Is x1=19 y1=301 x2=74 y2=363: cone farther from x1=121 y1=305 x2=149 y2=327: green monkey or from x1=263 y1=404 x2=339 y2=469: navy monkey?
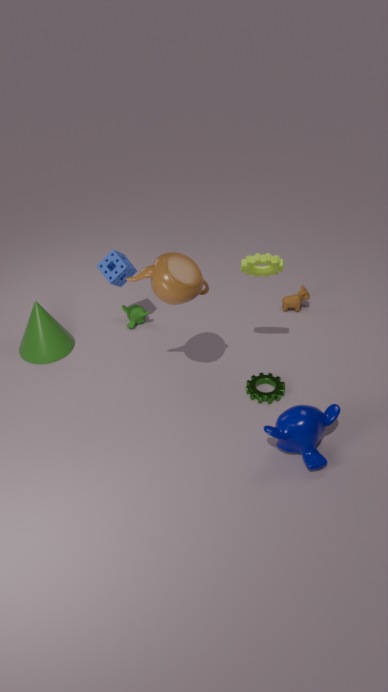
x1=263 y1=404 x2=339 y2=469: navy monkey
